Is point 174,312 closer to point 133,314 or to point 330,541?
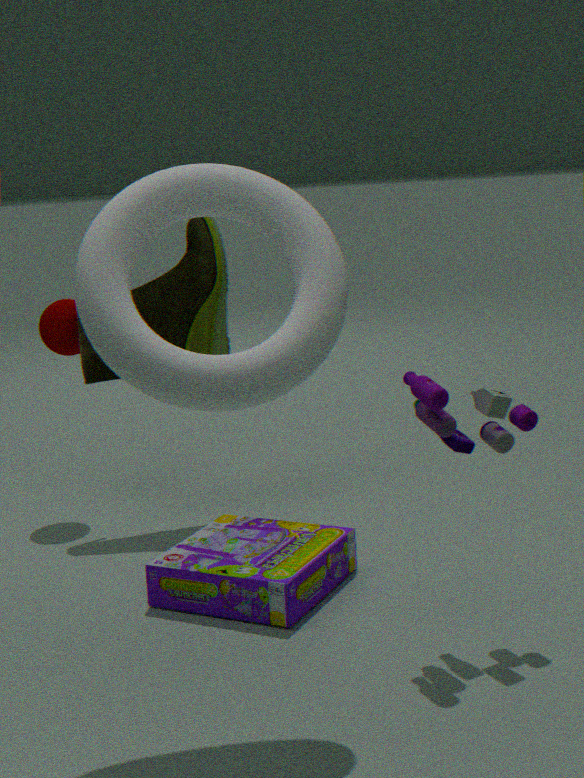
point 330,541
